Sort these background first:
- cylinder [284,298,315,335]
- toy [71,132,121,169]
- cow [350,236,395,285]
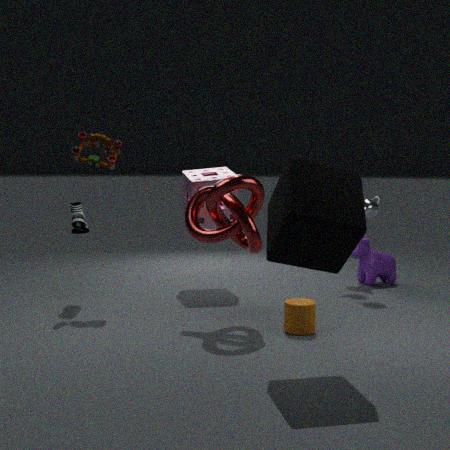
cow [350,236,395,285]
toy [71,132,121,169]
cylinder [284,298,315,335]
